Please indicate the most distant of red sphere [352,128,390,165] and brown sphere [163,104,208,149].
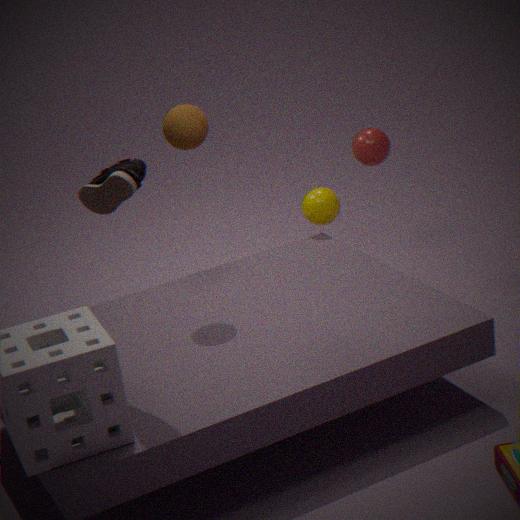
red sphere [352,128,390,165]
